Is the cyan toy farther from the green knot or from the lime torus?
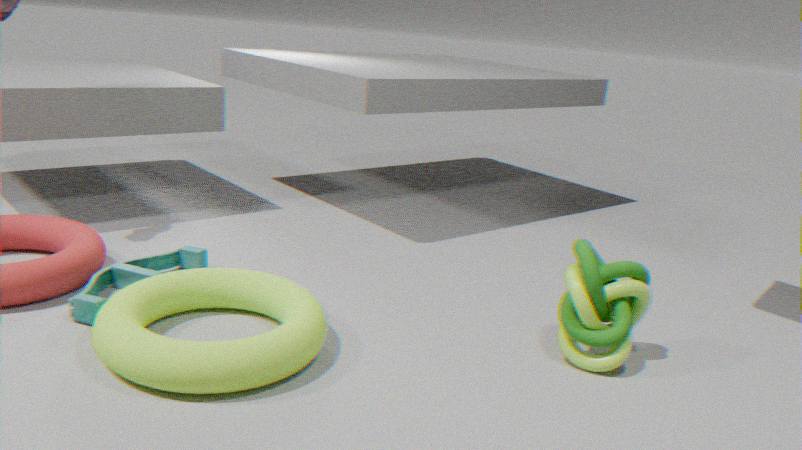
the green knot
